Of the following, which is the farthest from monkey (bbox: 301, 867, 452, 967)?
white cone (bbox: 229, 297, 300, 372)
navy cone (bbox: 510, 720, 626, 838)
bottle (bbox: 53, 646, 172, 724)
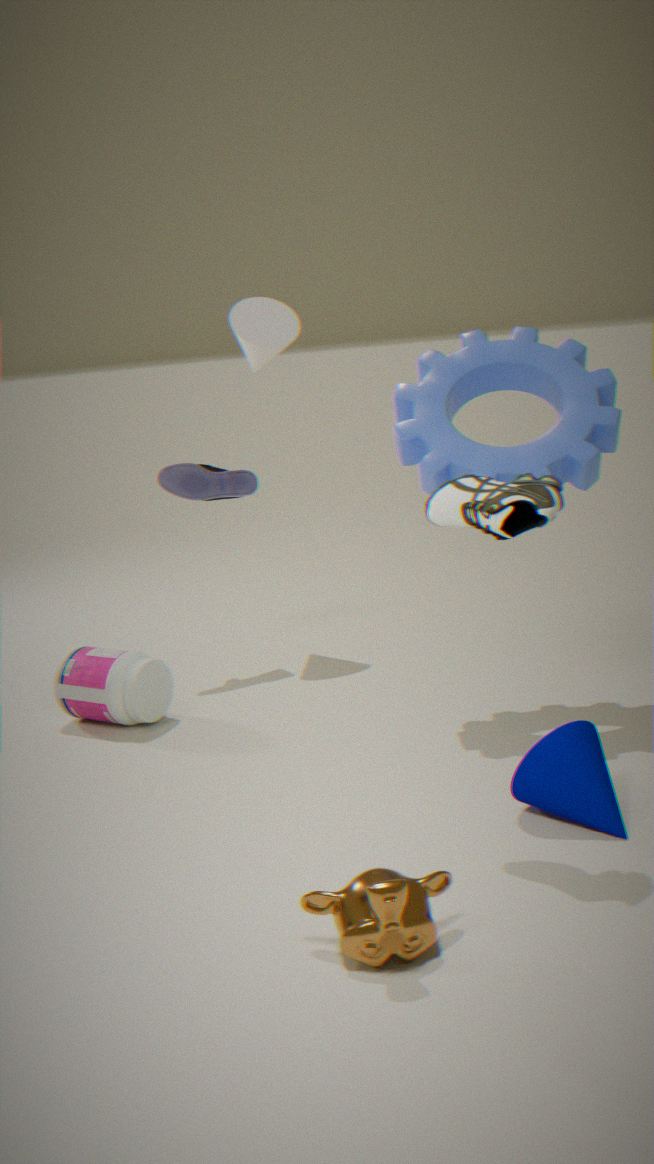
white cone (bbox: 229, 297, 300, 372)
